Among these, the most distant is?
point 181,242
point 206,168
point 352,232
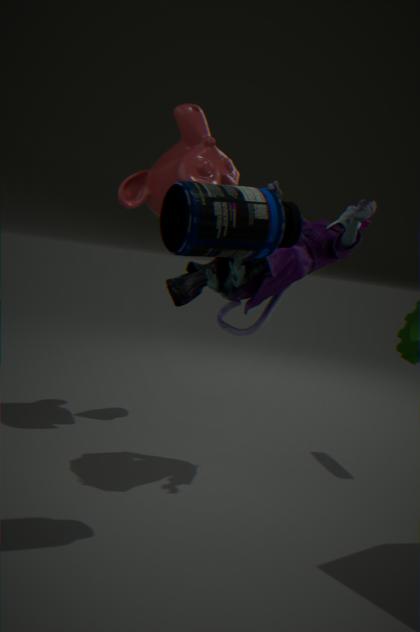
point 206,168
